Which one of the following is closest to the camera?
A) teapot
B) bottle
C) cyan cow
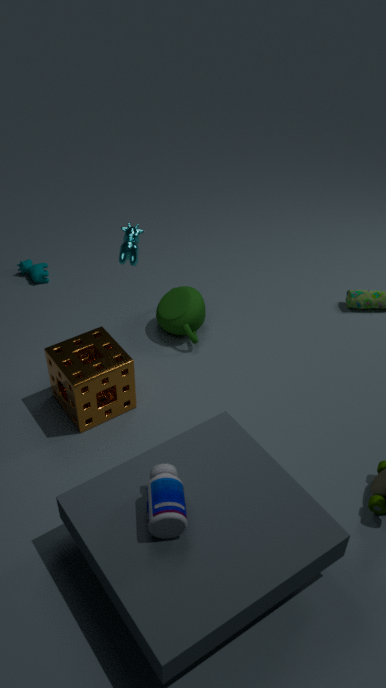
bottle
